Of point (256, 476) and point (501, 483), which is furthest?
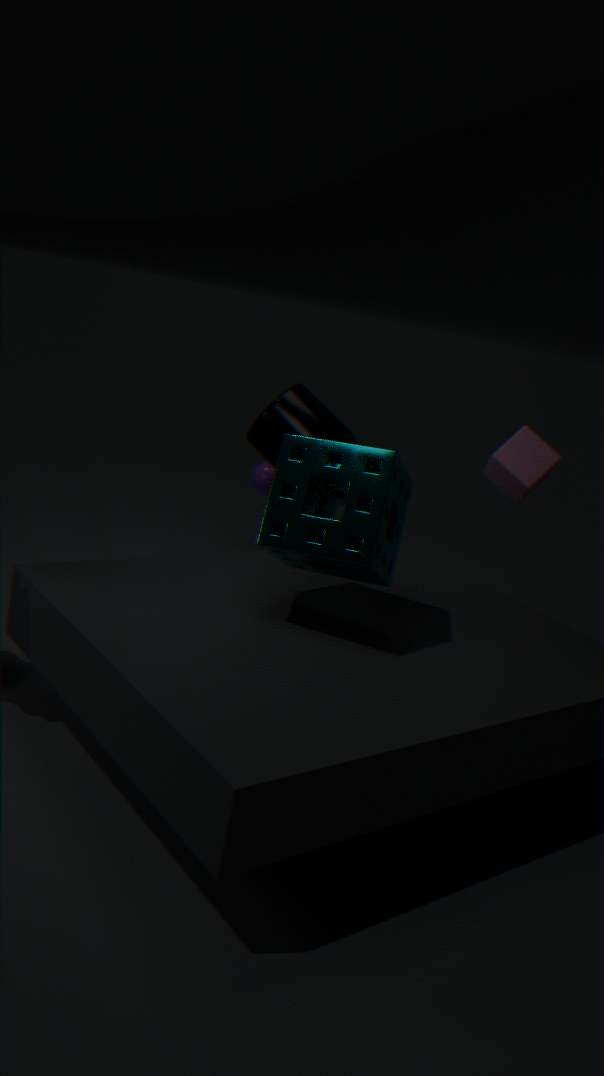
point (256, 476)
